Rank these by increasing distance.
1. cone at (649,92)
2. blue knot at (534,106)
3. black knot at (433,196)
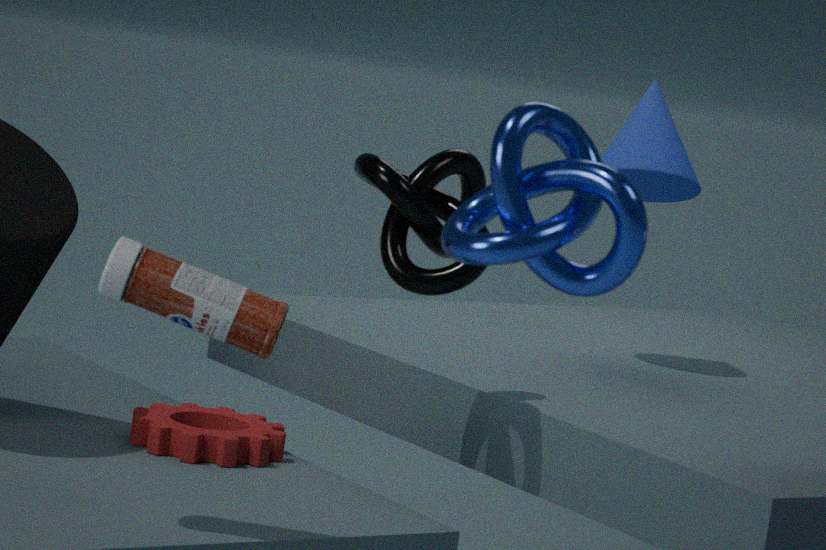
1. blue knot at (534,106)
2. black knot at (433,196)
3. cone at (649,92)
